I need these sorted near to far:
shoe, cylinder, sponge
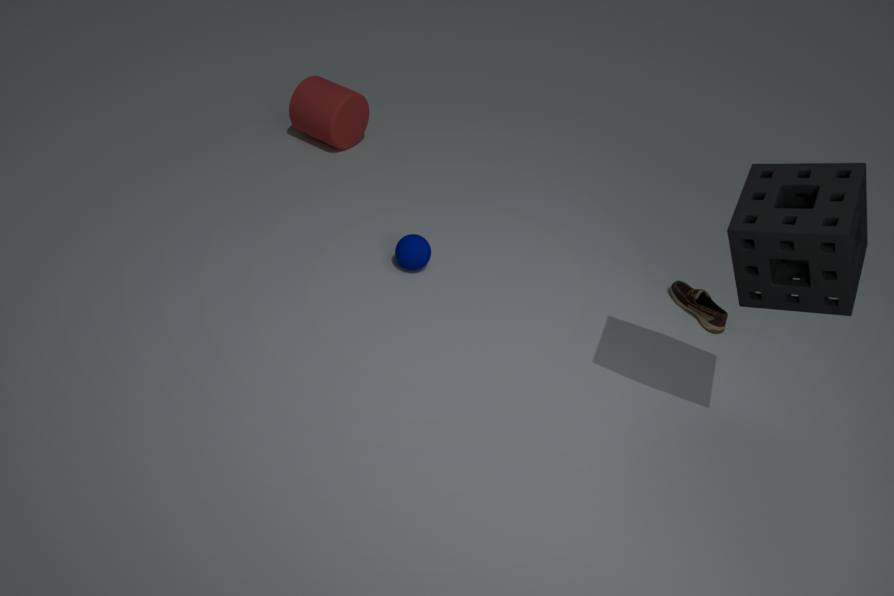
sponge → shoe → cylinder
